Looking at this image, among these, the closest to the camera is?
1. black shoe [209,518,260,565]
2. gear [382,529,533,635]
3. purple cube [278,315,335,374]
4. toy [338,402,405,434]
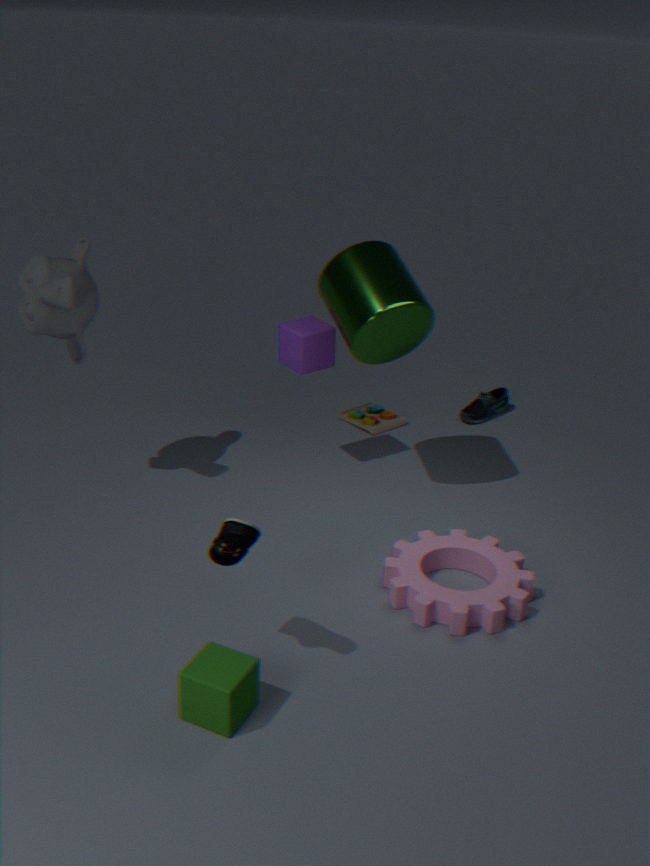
black shoe [209,518,260,565]
